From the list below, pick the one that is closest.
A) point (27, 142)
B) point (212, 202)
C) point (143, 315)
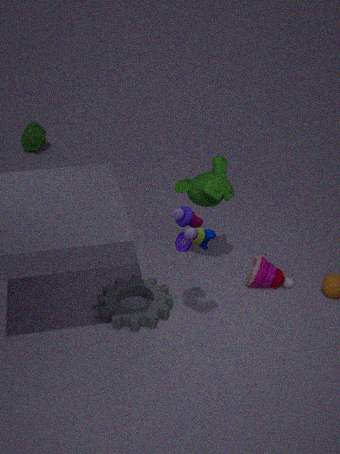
point (143, 315)
